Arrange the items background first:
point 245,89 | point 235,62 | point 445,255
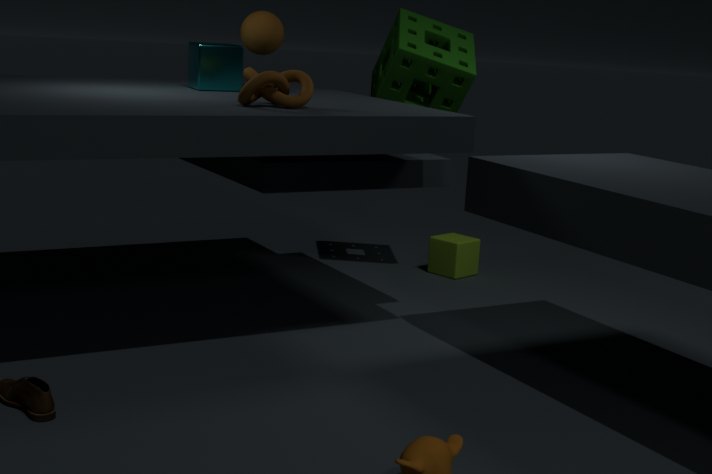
point 445,255 → point 235,62 → point 245,89
